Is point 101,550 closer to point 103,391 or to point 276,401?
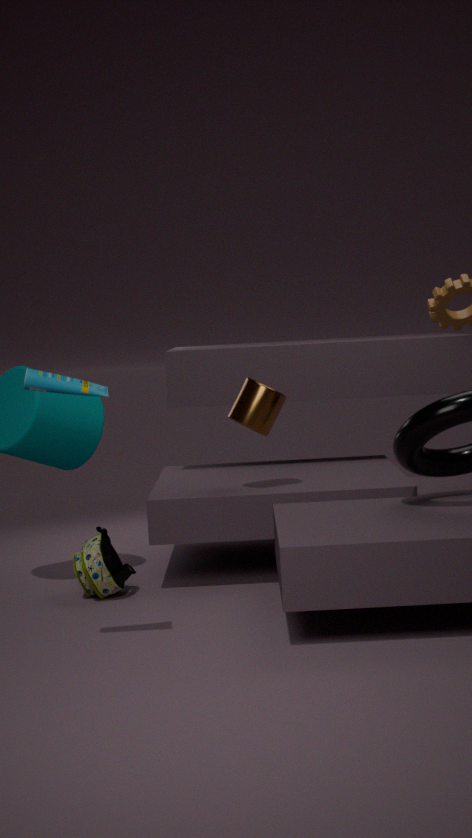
point 276,401
